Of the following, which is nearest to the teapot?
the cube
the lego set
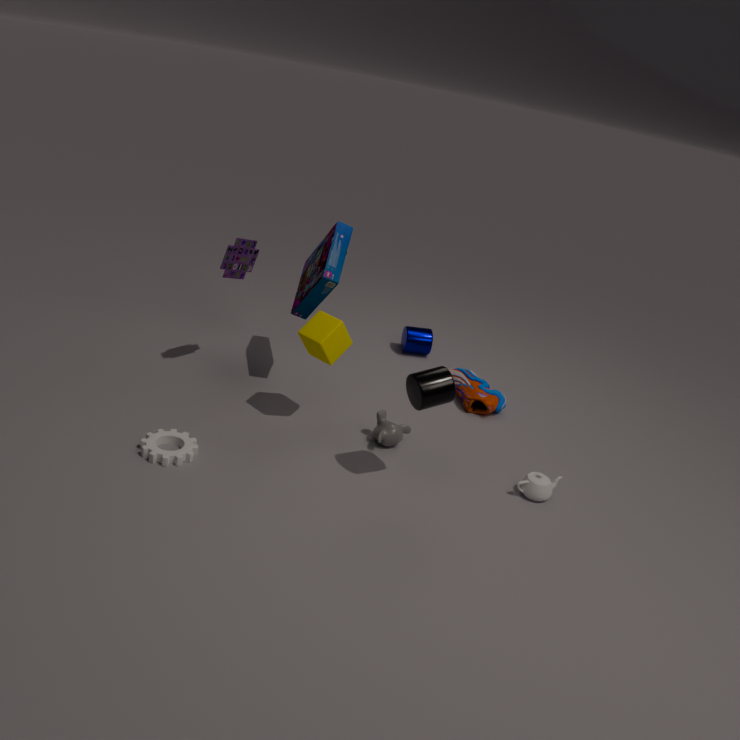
the cube
